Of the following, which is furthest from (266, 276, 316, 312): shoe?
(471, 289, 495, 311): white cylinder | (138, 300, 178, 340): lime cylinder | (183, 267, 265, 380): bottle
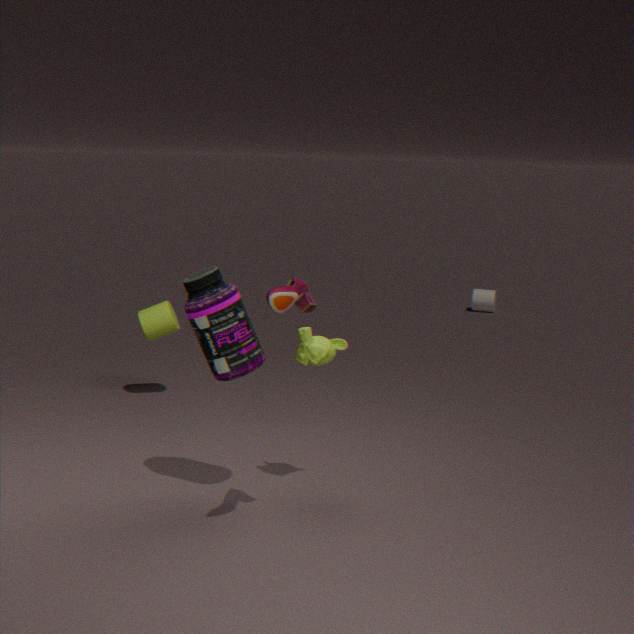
(471, 289, 495, 311): white cylinder
